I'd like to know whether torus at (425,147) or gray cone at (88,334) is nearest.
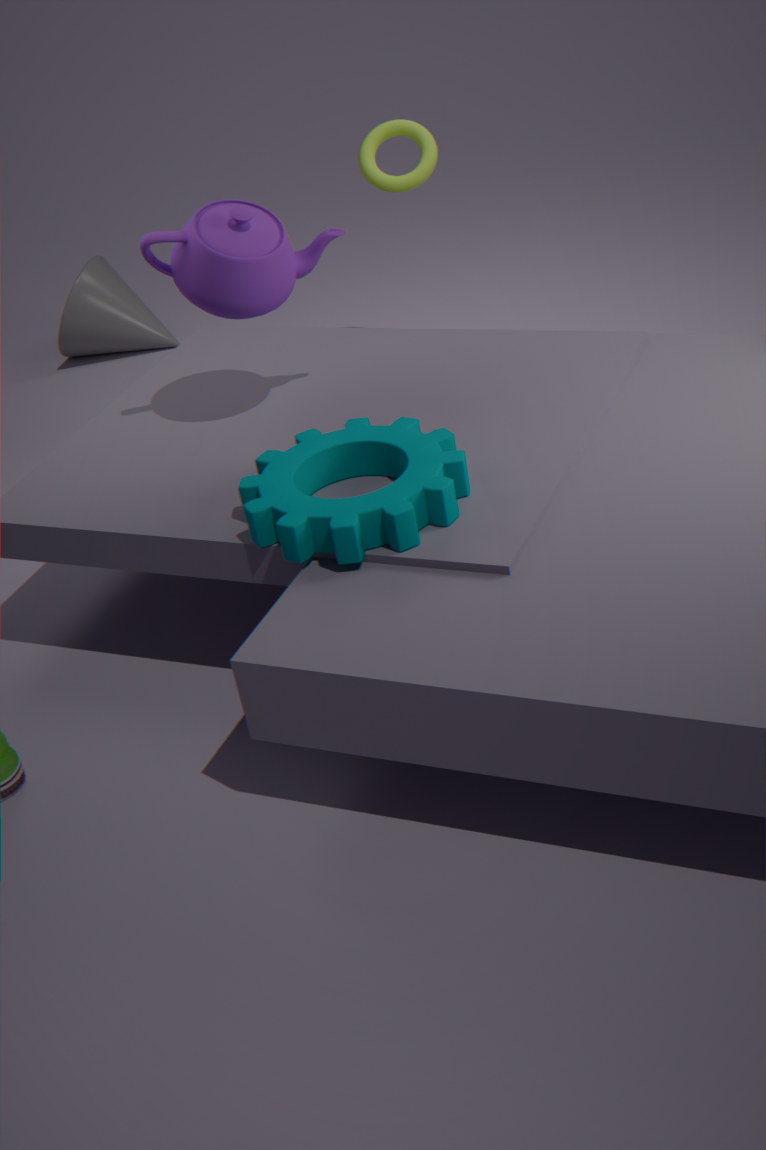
torus at (425,147)
